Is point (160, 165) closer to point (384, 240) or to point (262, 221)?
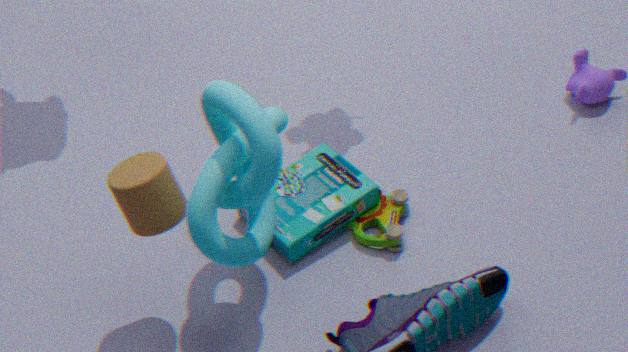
point (262, 221)
